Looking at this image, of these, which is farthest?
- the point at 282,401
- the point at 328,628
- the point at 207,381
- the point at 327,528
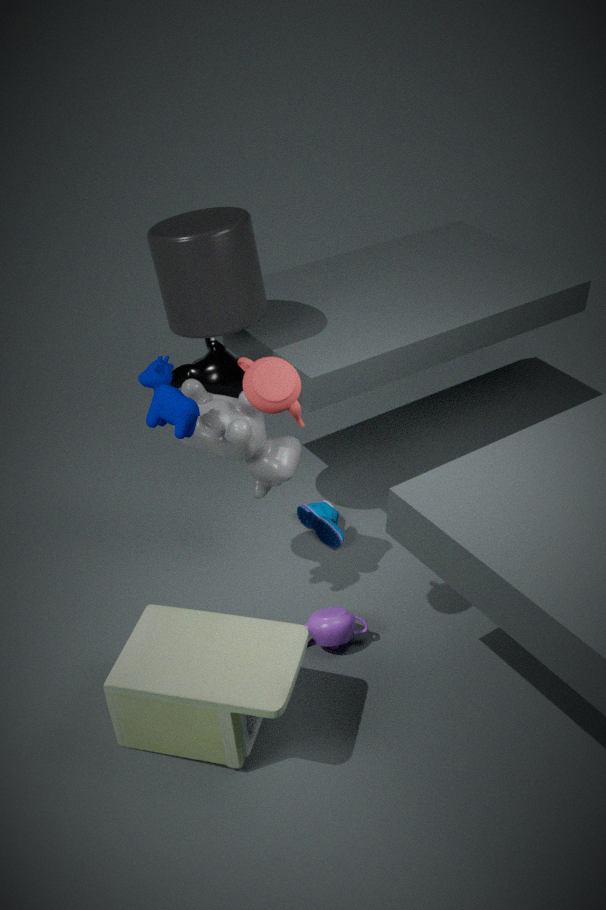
the point at 207,381
